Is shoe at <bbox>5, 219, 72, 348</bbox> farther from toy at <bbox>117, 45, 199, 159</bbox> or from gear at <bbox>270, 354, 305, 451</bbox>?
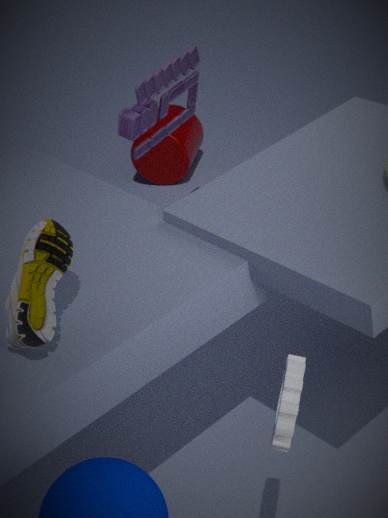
toy at <bbox>117, 45, 199, 159</bbox>
